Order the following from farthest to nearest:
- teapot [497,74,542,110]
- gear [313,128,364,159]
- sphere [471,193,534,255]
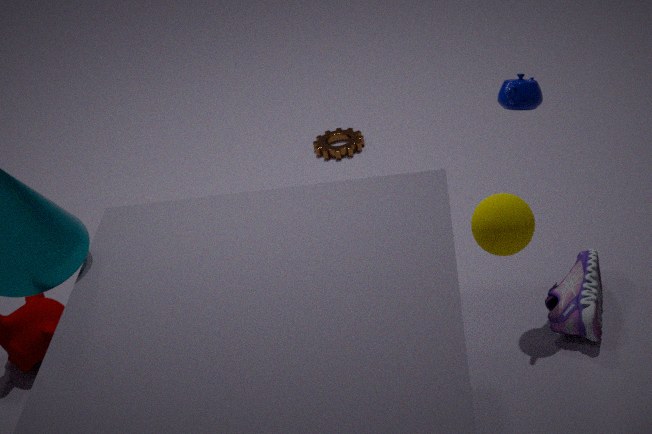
gear [313,128,364,159] → teapot [497,74,542,110] → sphere [471,193,534,255]
